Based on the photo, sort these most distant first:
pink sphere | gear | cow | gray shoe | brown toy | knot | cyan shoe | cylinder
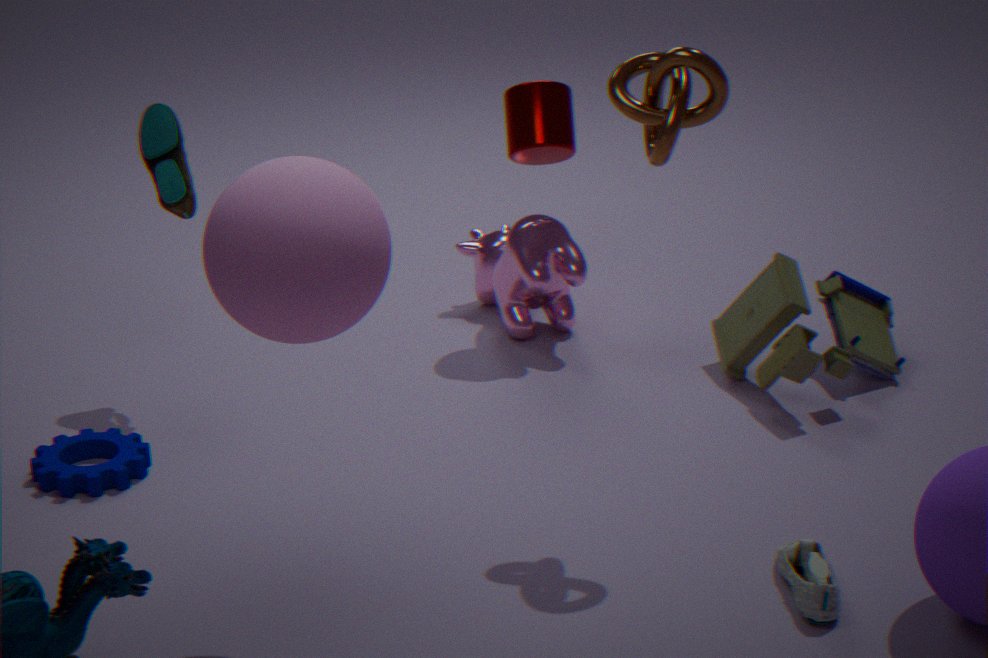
1. cylinder
2. cow
3. cyan shoe
4. brown toy
5. gear
6. knot
7. gray shoe
8. pink sphere
